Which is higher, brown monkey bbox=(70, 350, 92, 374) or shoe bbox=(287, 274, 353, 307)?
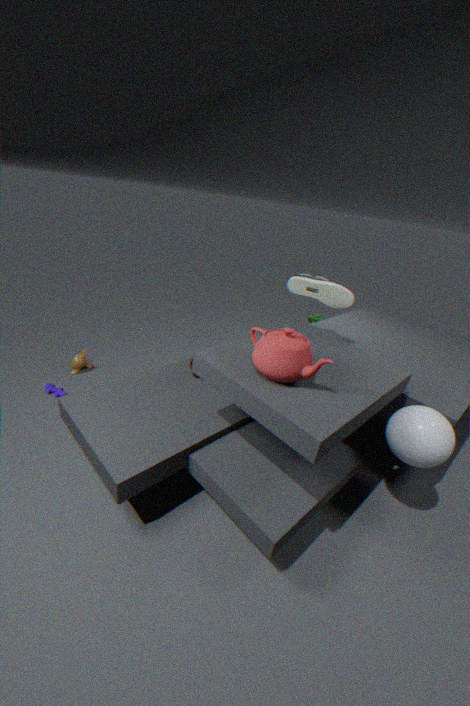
shoe bbox=(287, 274, 353, 307)
